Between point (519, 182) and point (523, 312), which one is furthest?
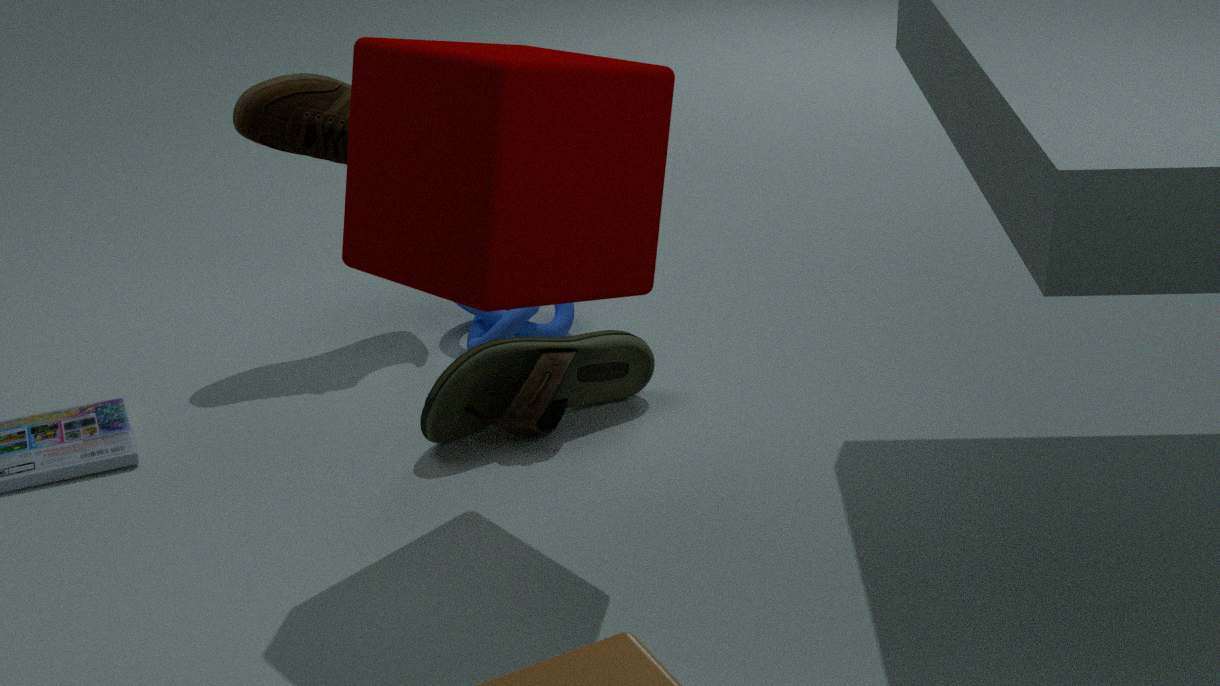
point (523, 312)
